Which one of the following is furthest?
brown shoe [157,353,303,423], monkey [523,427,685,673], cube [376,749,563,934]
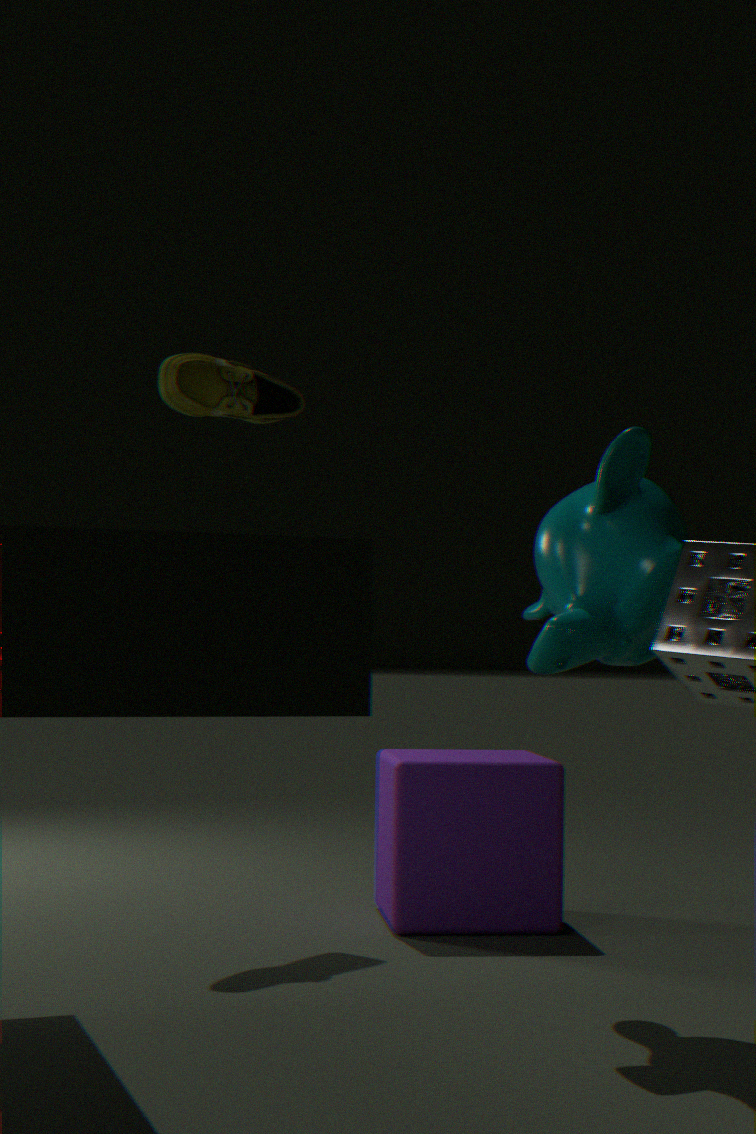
brown shoe [157,353,303,423]
